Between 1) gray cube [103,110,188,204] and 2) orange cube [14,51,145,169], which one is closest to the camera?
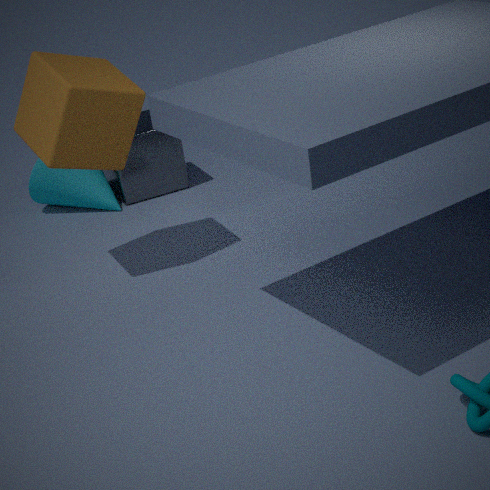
2. orange cube [14,51,145,169]
